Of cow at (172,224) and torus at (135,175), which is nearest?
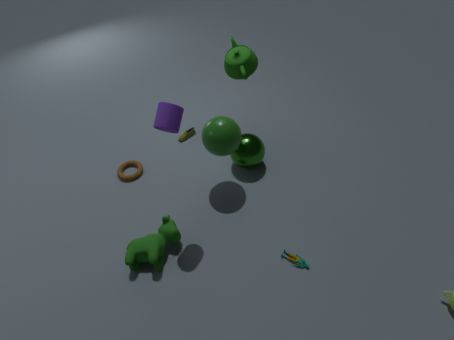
cow at (172,224)
